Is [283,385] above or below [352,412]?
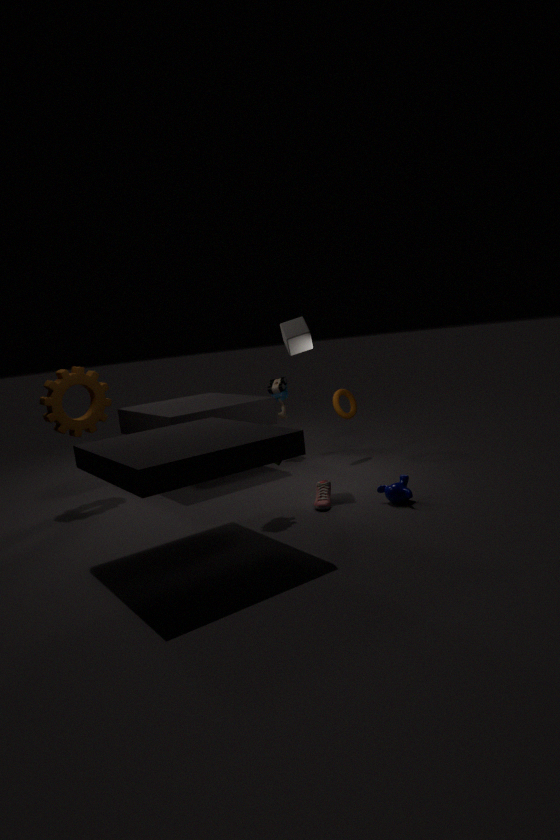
above
